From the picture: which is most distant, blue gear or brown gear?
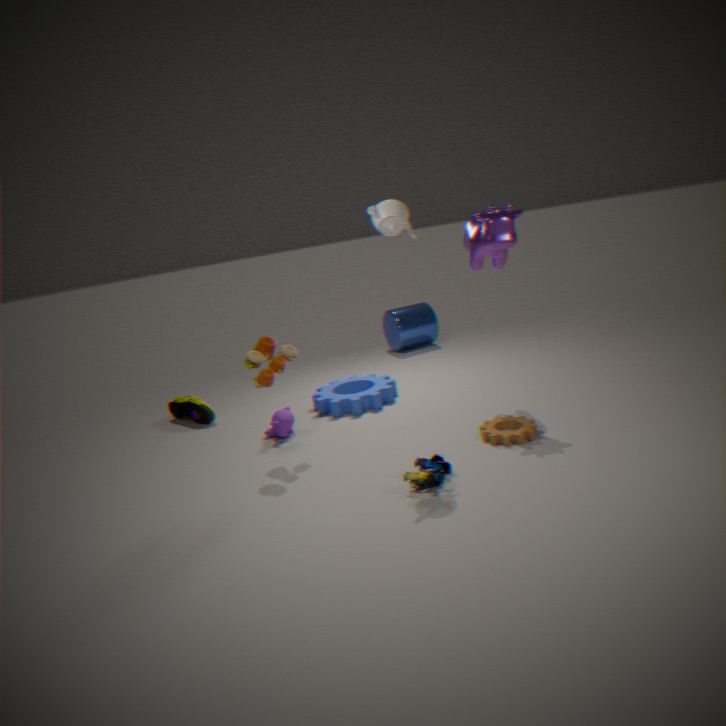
blue gear
